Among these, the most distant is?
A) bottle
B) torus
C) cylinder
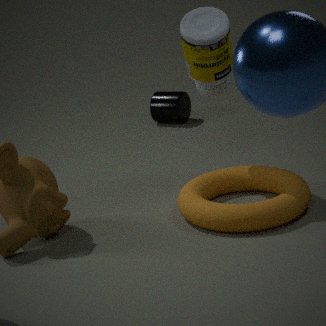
cylinder
